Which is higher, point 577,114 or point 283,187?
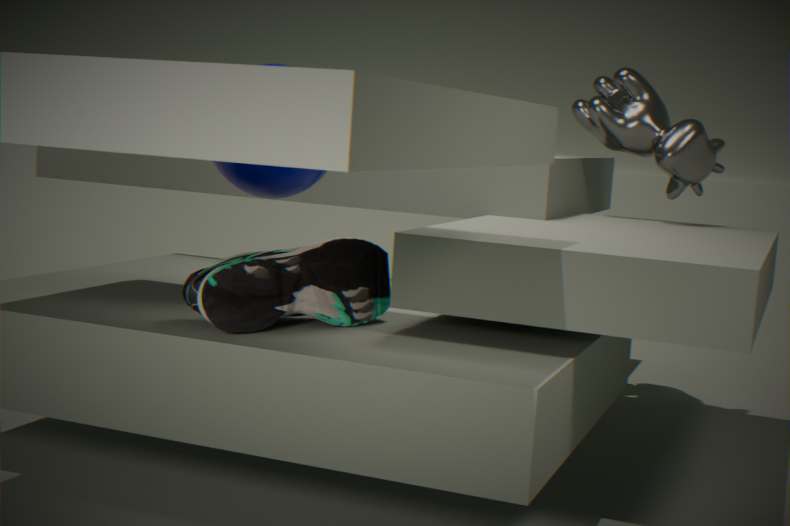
point 577,114
